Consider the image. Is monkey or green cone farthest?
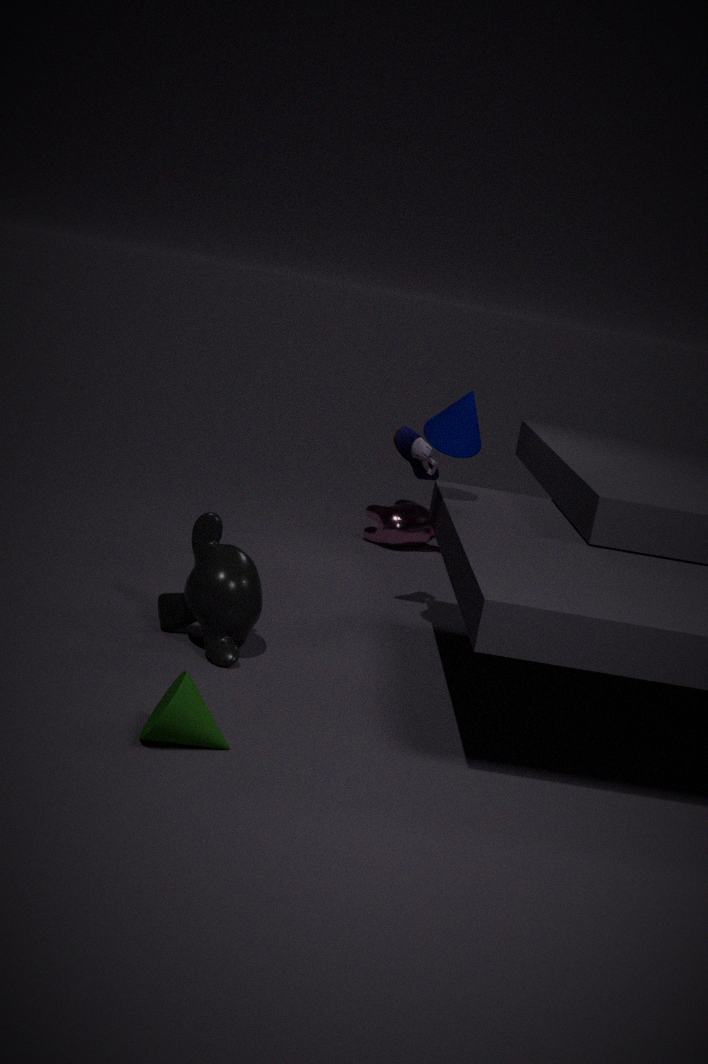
monkey
